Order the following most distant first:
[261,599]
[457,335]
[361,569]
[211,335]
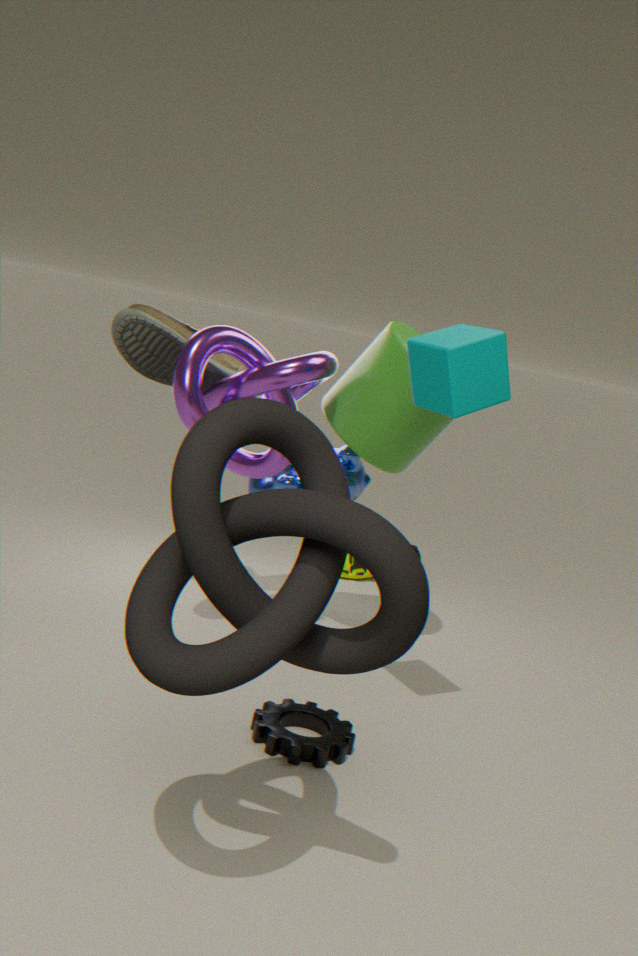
1. [361,569]
2. [211,335]
3. [457,335]
4. [261,599]
